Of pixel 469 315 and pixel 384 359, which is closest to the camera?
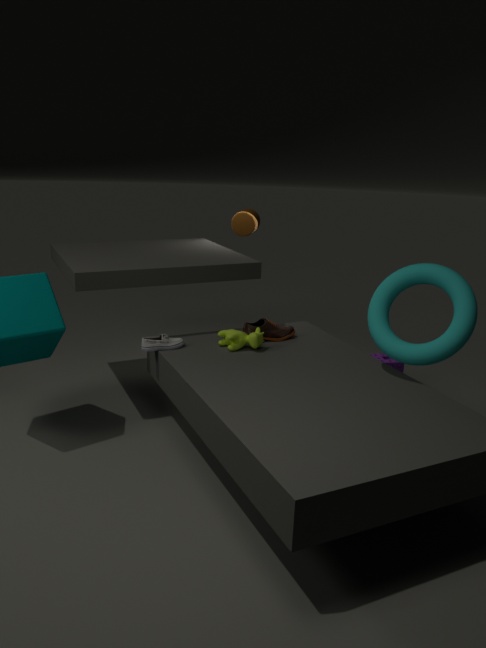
pixel 469 315
